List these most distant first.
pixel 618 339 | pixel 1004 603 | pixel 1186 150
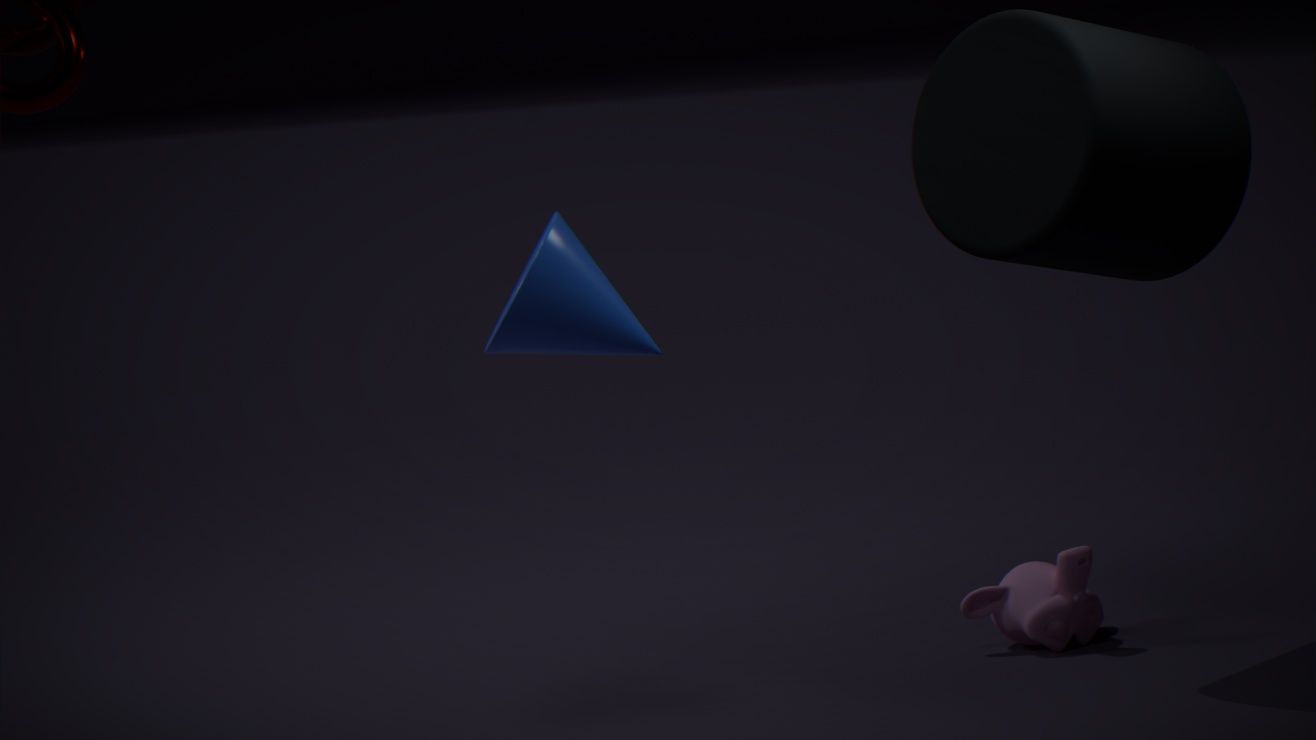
pixel 1004 603 < pixel 1186 150 < pixel 618 339
